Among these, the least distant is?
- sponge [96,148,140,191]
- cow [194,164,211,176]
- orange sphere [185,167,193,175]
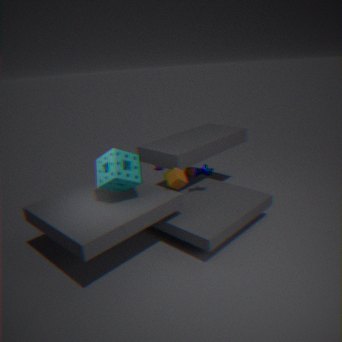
sponge [96,148,140,191]
